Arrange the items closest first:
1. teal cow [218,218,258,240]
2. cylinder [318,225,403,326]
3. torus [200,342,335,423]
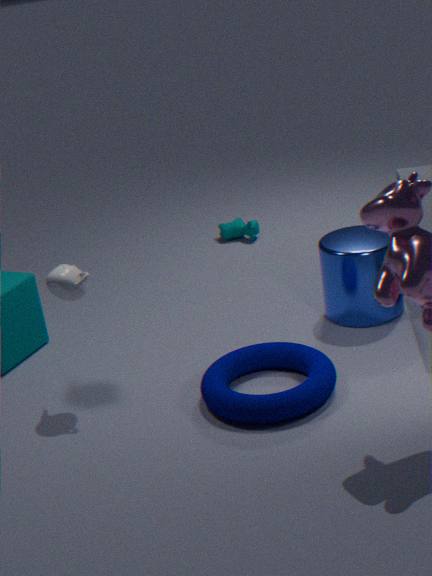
1. torus [200,342,335,423]
2. cylinder [318,225,403,326]
3. teal cow [218,218,258,240]
